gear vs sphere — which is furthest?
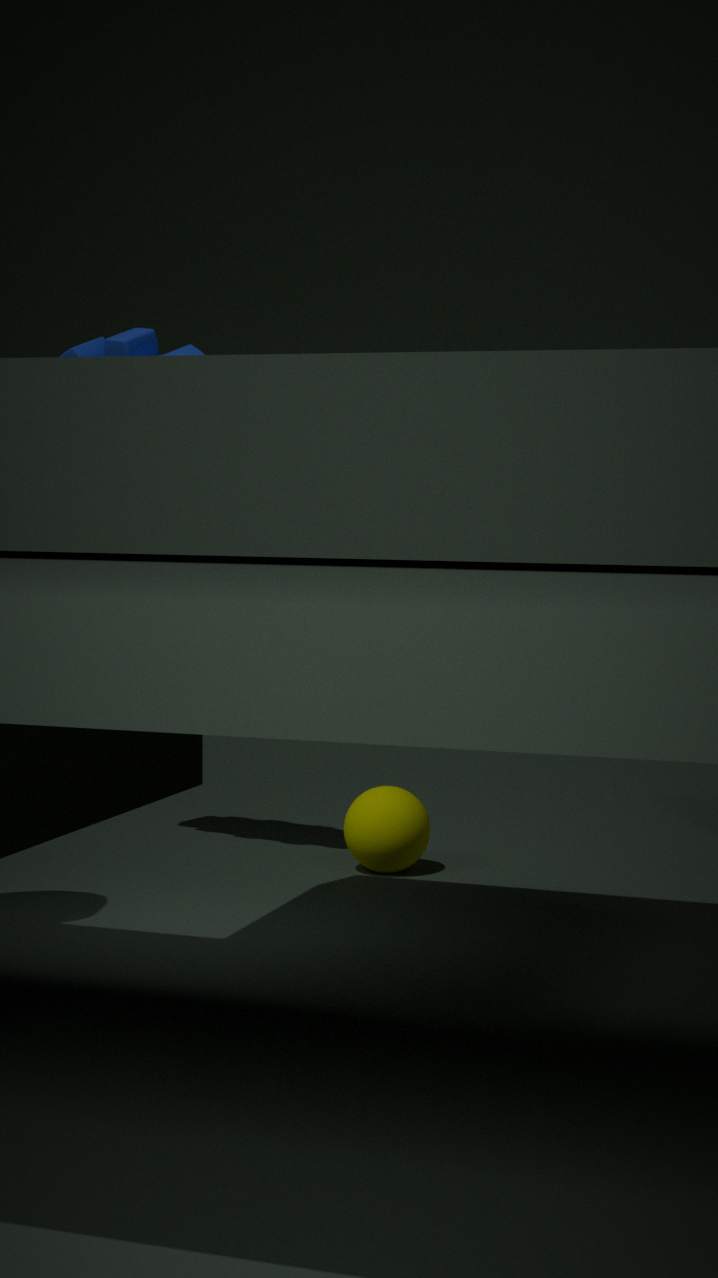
sphere
